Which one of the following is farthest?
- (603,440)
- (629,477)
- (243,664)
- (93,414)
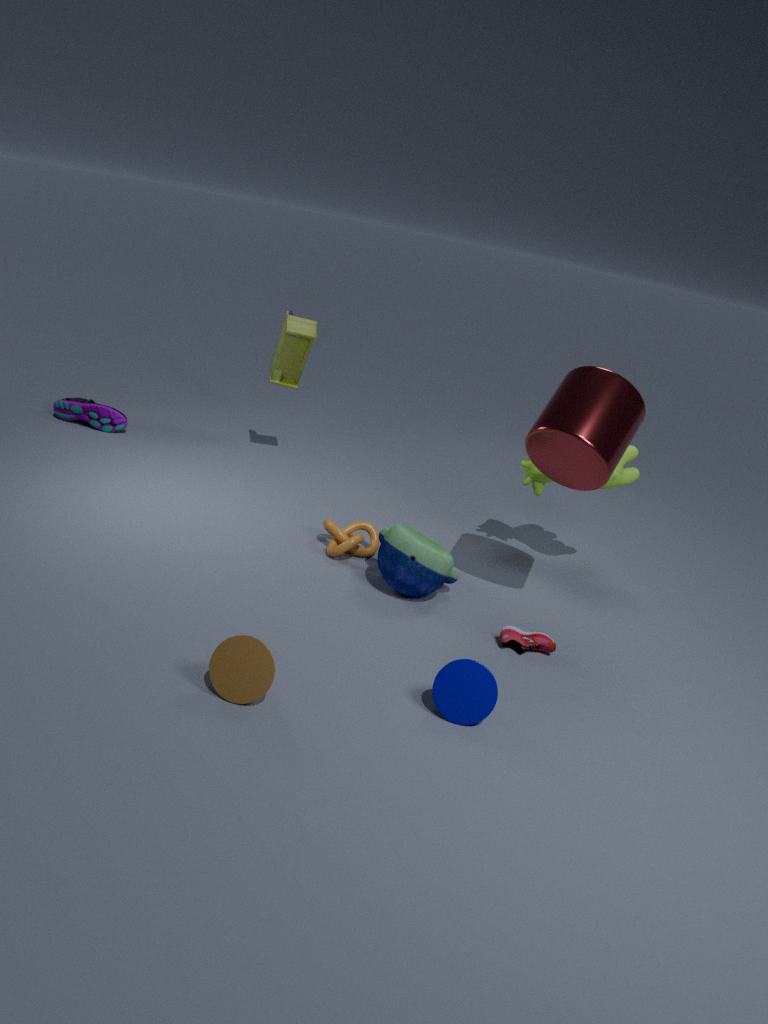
(93,414)
